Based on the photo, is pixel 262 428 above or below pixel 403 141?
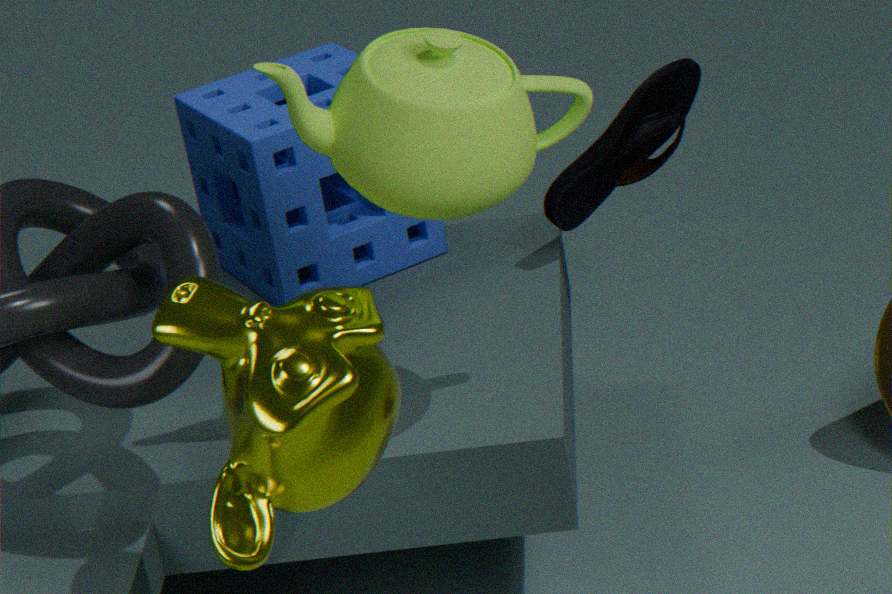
below
